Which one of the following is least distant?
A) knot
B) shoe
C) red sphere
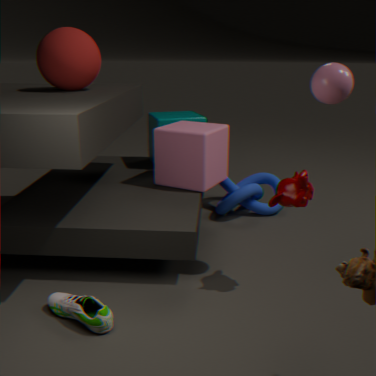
B. shoe
